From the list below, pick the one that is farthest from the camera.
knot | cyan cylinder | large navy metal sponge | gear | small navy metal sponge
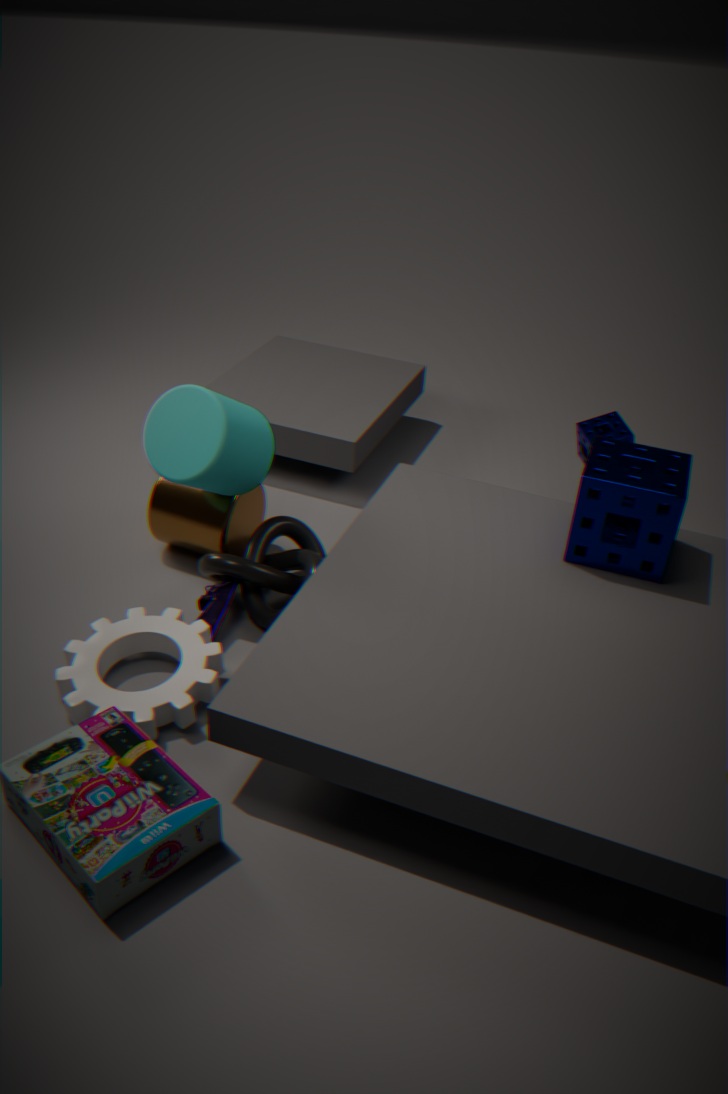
small navy metal sponge
